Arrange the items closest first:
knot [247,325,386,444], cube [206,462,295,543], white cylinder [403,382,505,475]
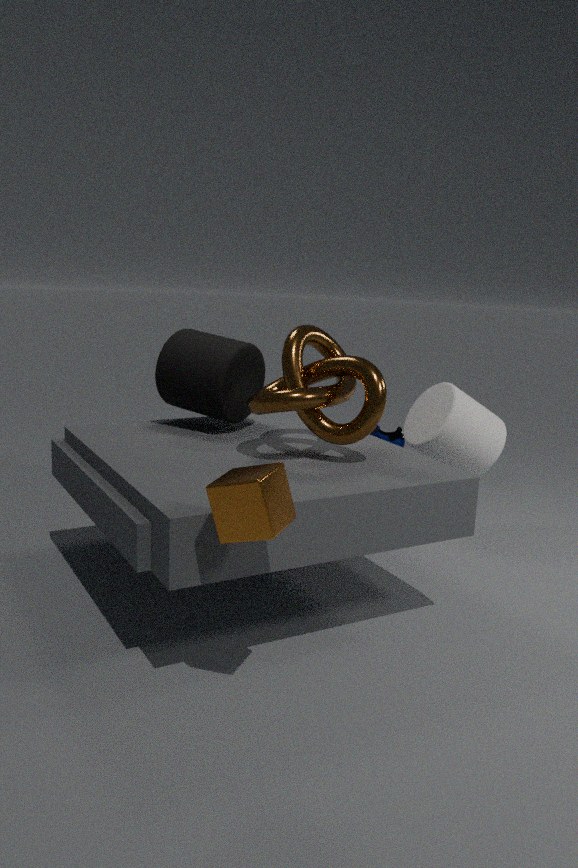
cube [206,462,295,543] → knot [247,325,386,444] → white cylinder [403,382,505,475]
